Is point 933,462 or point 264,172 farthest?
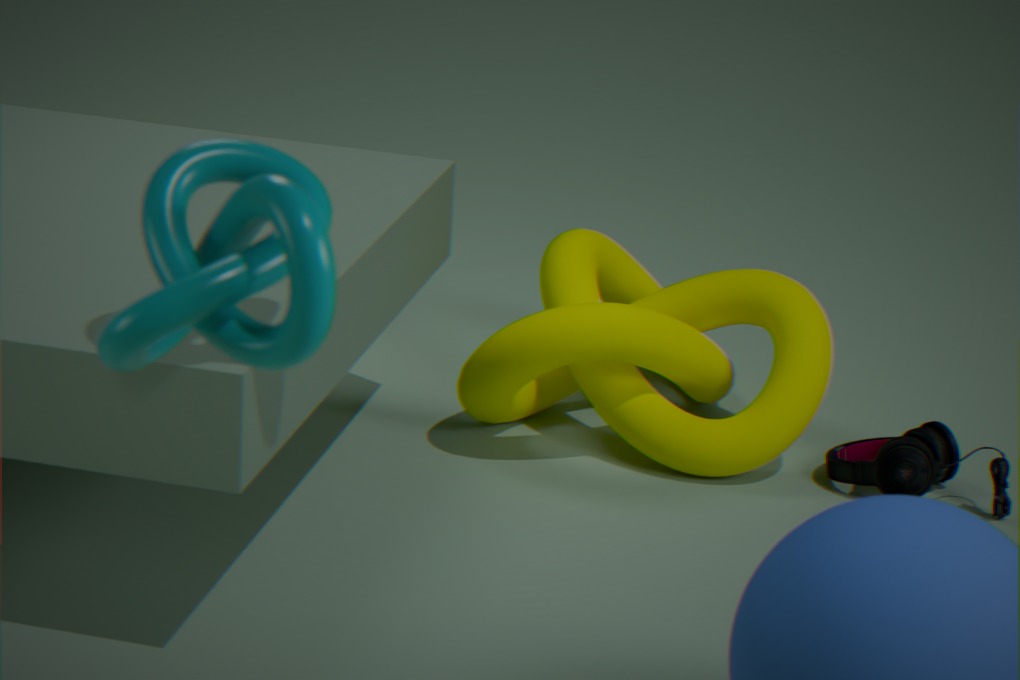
point 933,462
